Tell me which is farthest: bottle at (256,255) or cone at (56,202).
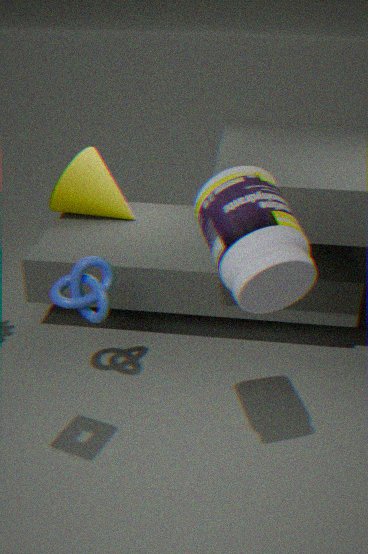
cone at (56,202)
